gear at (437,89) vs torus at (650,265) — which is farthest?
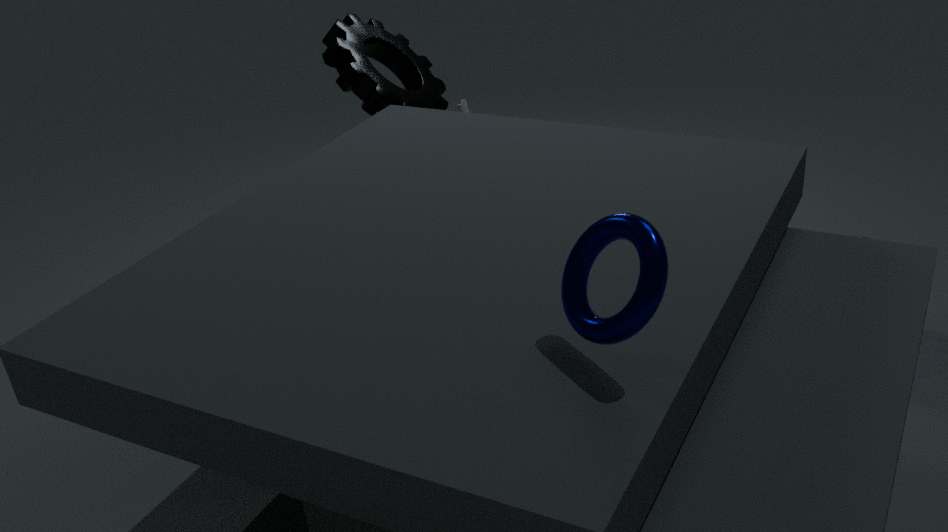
gear at (437,89)
